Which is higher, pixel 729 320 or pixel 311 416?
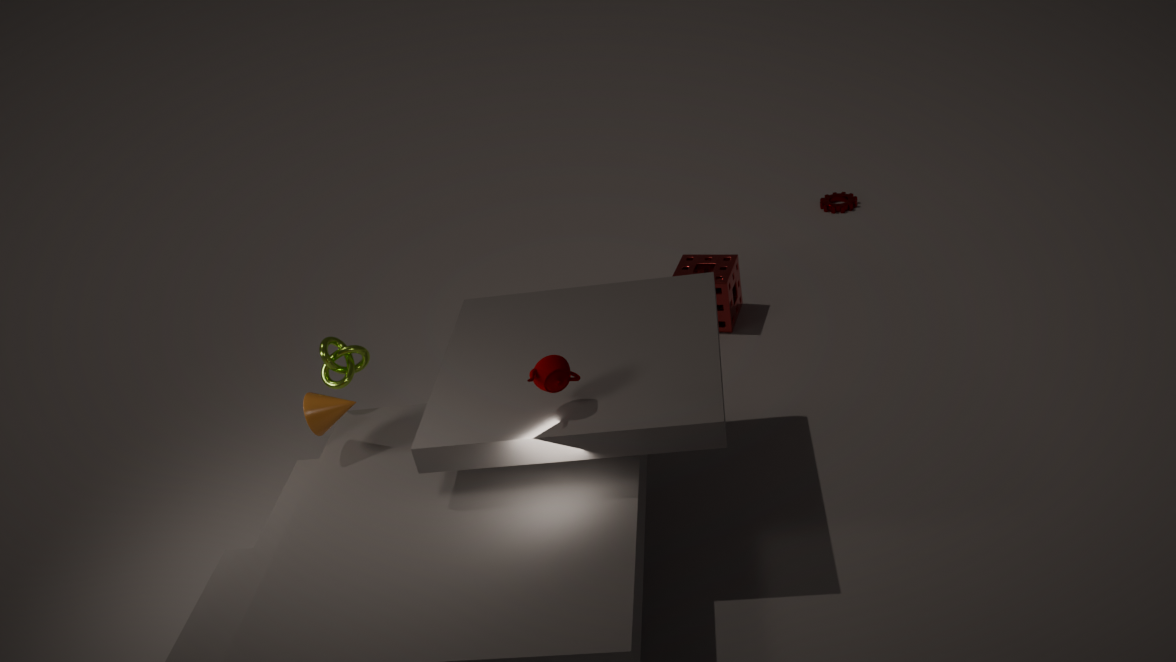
pixel 311 416
